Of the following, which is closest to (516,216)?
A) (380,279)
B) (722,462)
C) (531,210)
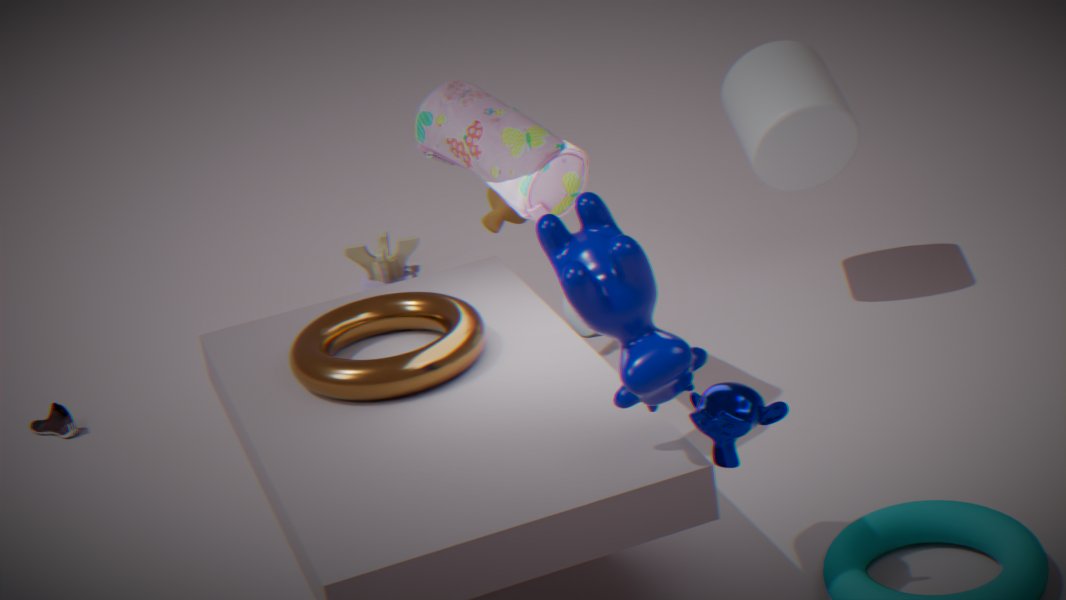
(531,210)
